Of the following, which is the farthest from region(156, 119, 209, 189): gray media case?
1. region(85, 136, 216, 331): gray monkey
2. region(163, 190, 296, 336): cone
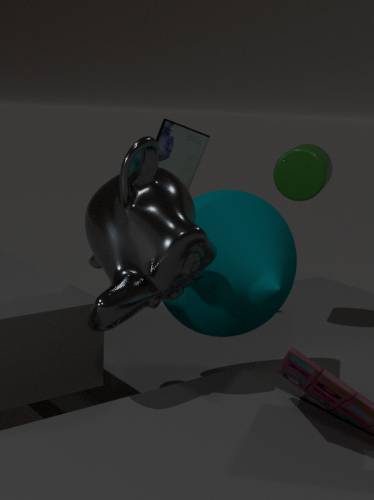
region(85, 136, 216, 331): gray monkey
